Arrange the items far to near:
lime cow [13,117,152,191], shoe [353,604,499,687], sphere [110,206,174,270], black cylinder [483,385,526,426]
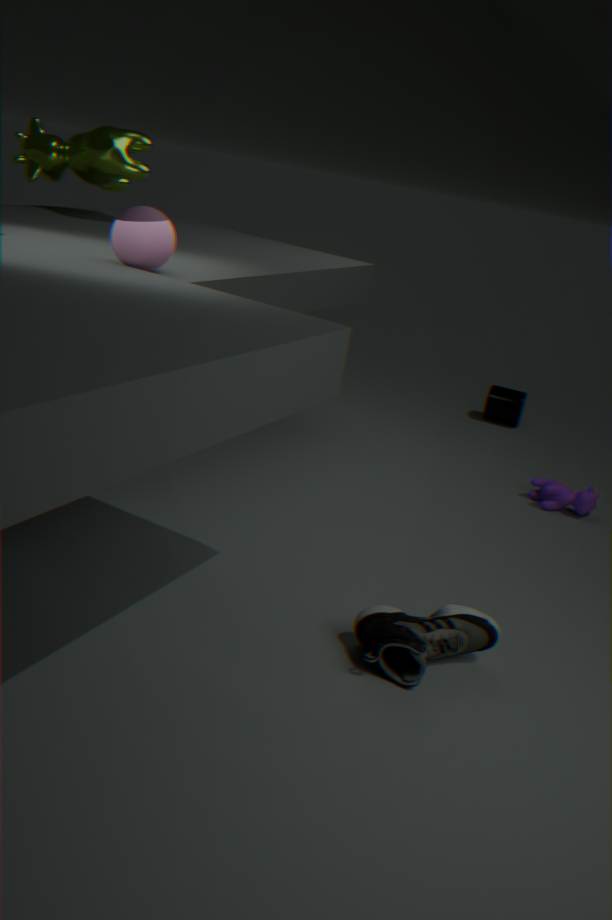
black cylinder [483,385,526,426]
lime cow [13,117,152,191]
sphere [110,206,174,270]
shoe [353,604,499,687]
